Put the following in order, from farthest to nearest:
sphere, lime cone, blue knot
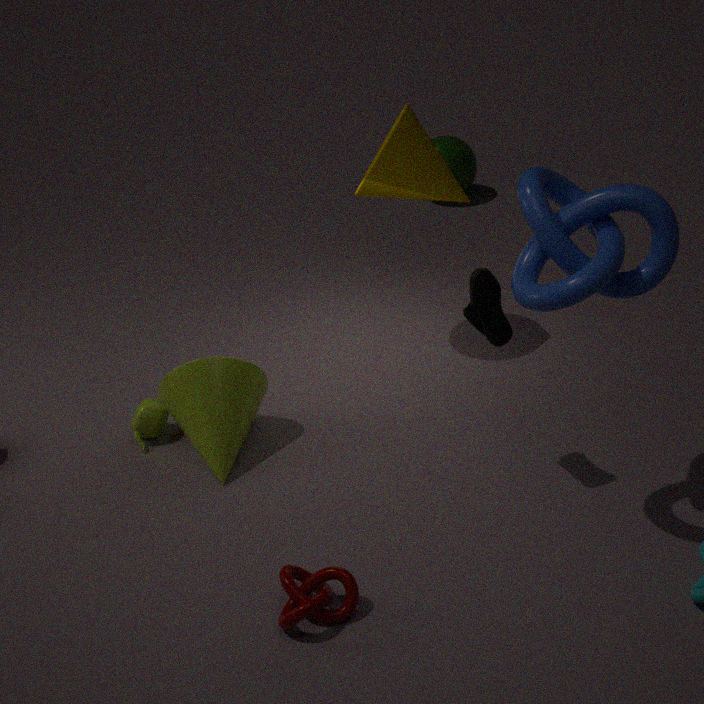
sphere, lime cone, blue knot
